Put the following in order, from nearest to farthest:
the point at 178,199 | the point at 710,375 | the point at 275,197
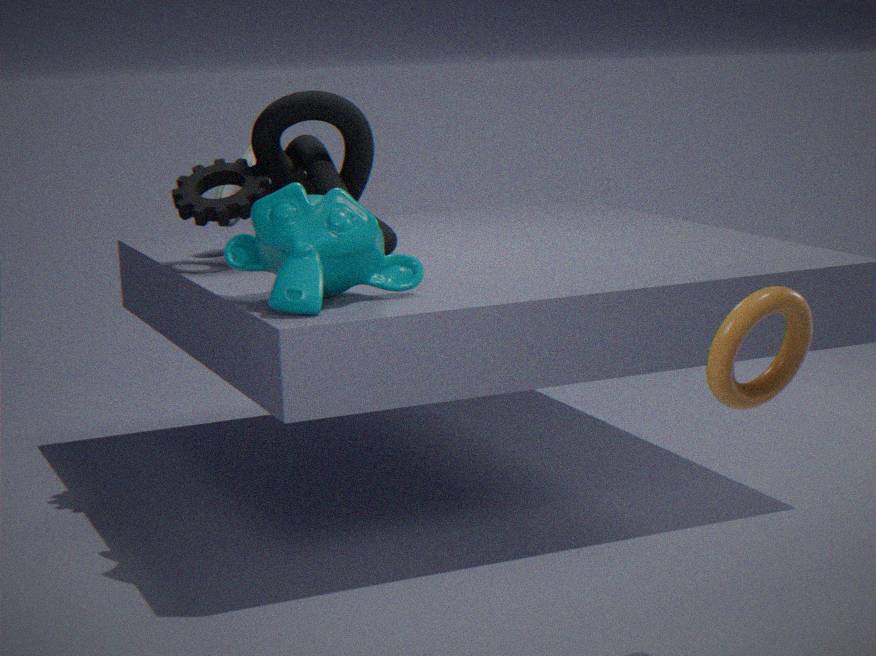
the point at 710,375, the point at 275,197, the point at 178,199
